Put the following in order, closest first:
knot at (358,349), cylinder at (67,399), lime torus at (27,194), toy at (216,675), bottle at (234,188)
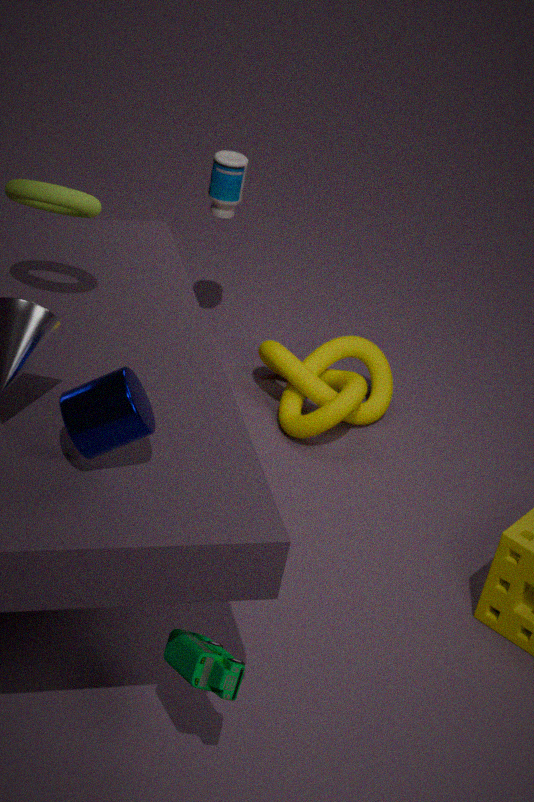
cylinder at (67,399), toy at (216,675), lime torus at (27,194), knot at (358,349), bottle at (234,188)
